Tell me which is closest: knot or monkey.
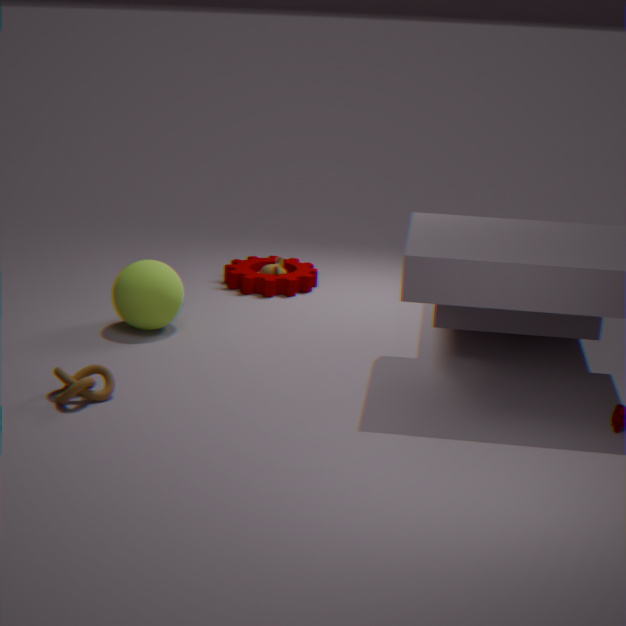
knot
